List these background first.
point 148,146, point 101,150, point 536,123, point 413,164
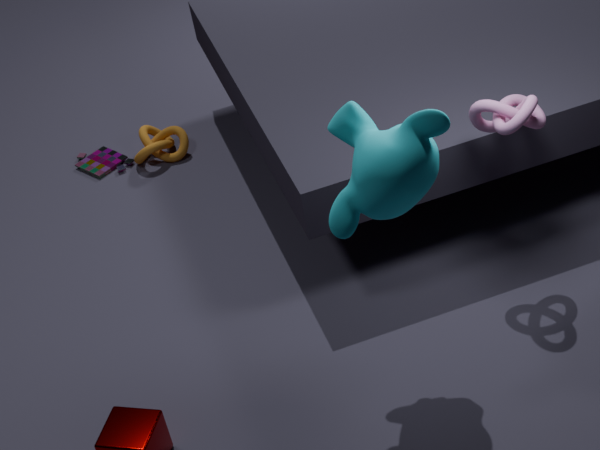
1. point 101,150
2. point 148,146
3. point 536,123
4. point 413,164
